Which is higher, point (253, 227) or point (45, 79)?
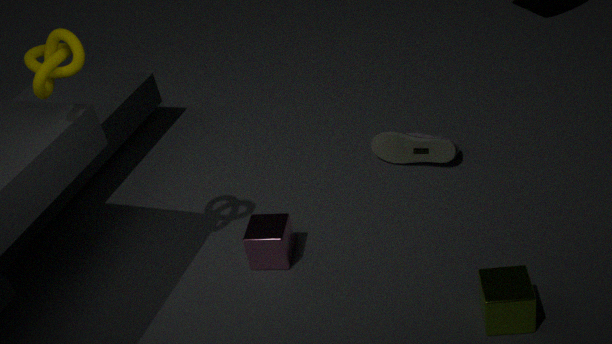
point (45, 79)
